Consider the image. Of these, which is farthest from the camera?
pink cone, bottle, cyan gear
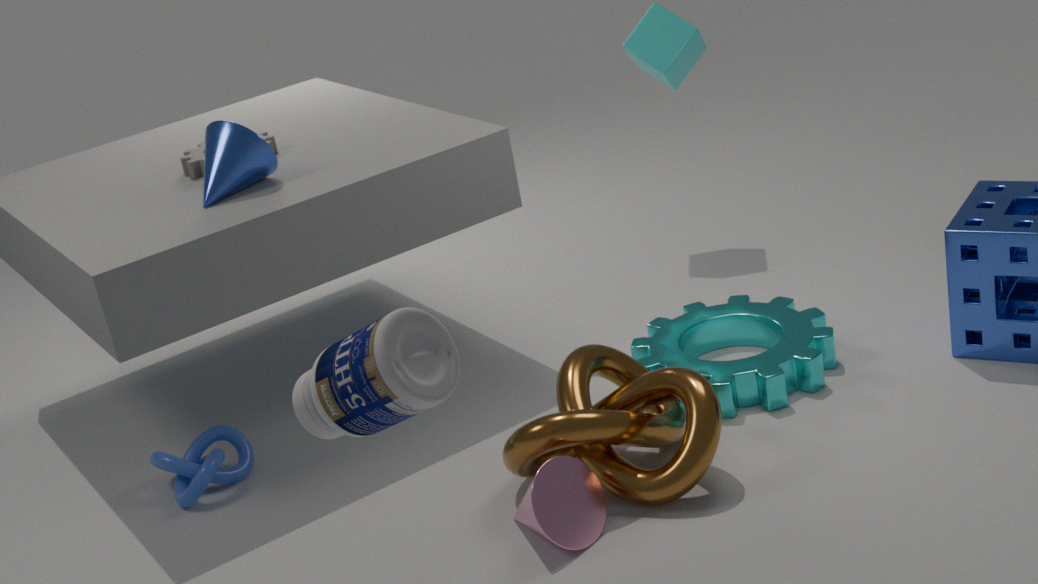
cyan gear
